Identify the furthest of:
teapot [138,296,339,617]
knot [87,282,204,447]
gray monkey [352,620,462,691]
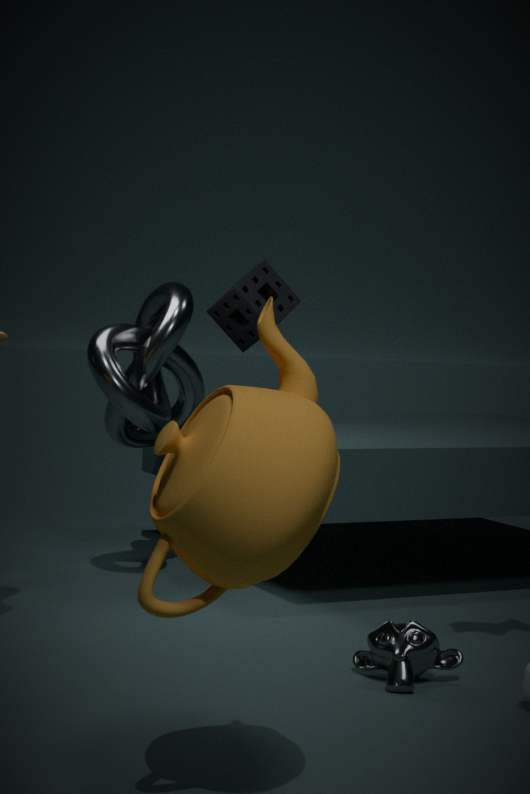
knot [87,282,204,447]
